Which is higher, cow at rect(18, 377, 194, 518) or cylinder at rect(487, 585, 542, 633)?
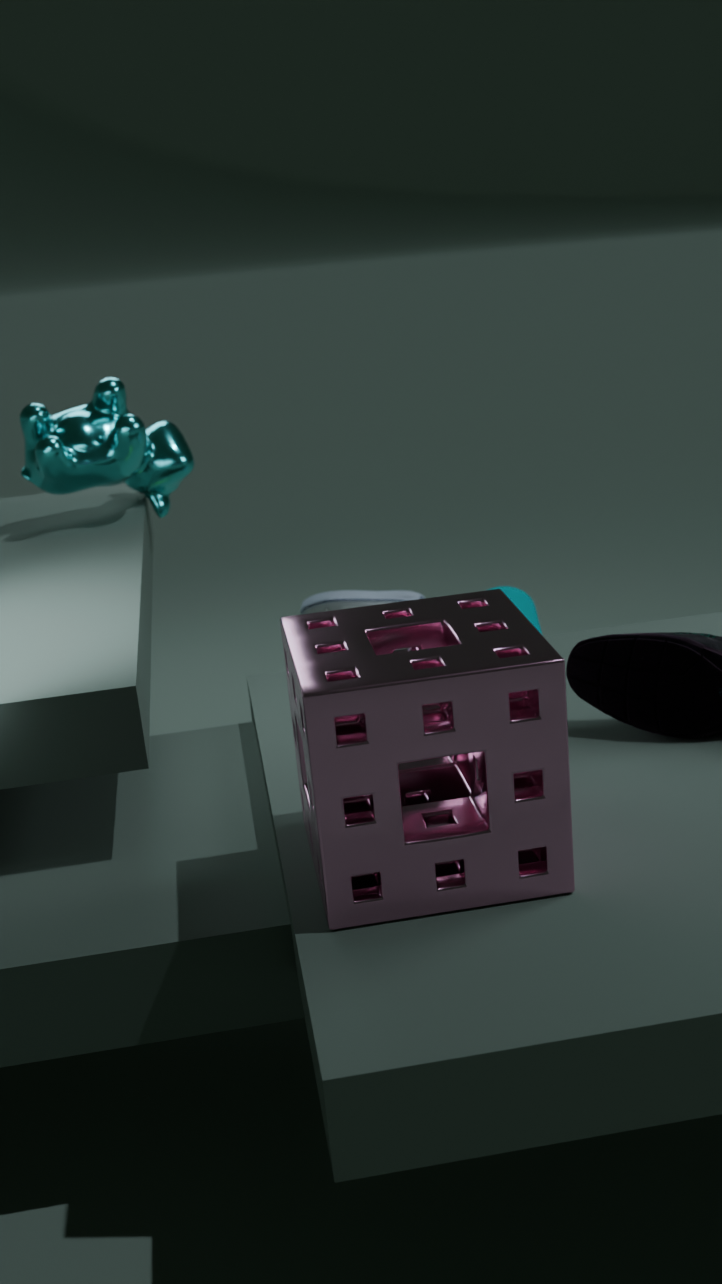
cow at rect(18, 377, 194, 518)
